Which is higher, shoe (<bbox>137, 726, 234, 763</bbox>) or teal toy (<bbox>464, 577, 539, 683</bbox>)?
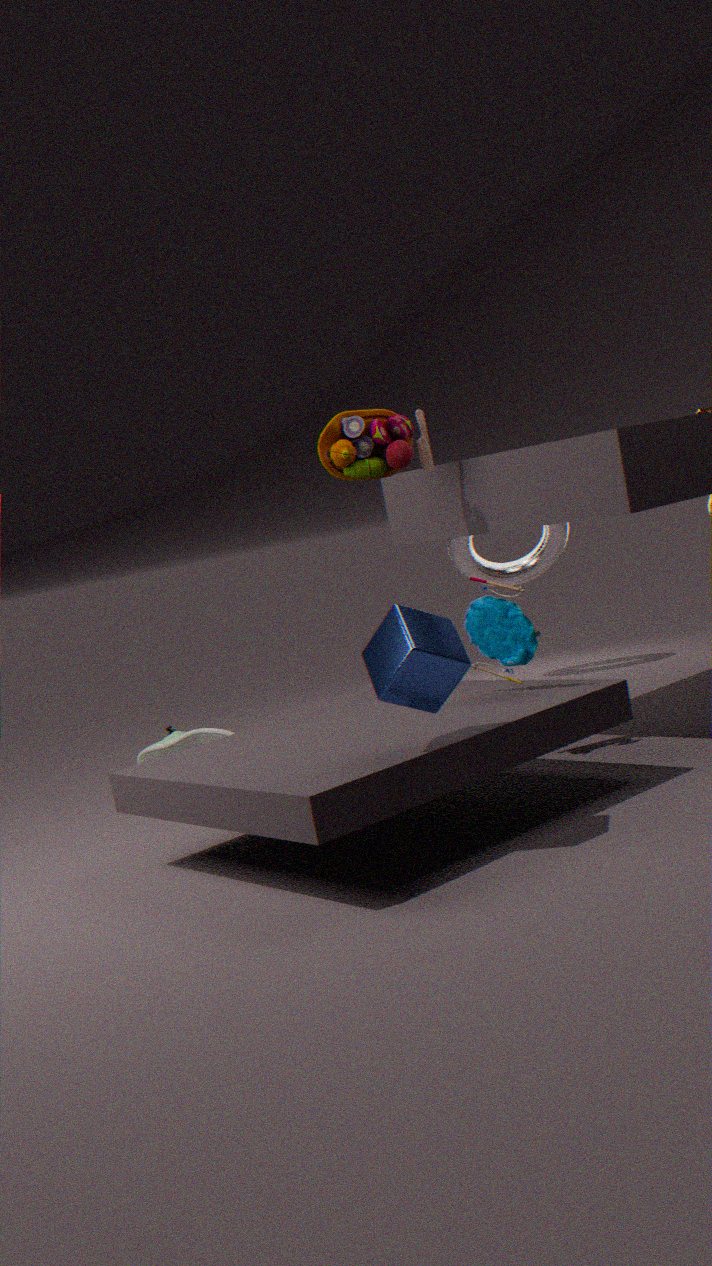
teal toy (<bbox>464, 577, 539, 683</bbox>)
